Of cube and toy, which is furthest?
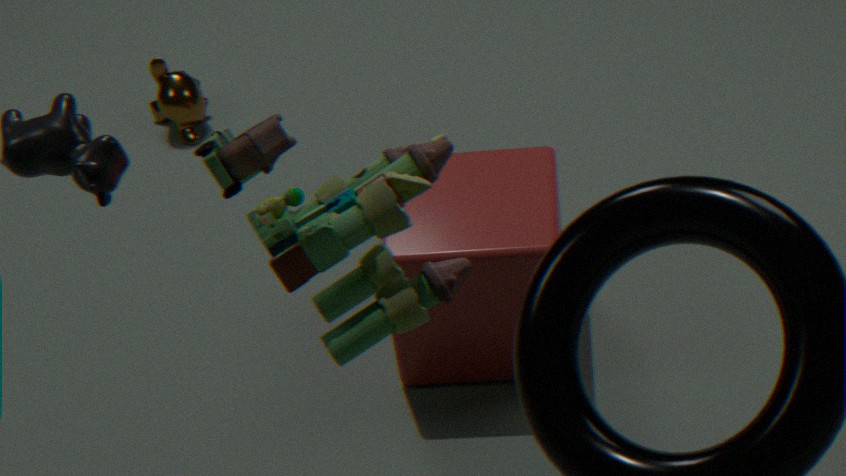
cube
